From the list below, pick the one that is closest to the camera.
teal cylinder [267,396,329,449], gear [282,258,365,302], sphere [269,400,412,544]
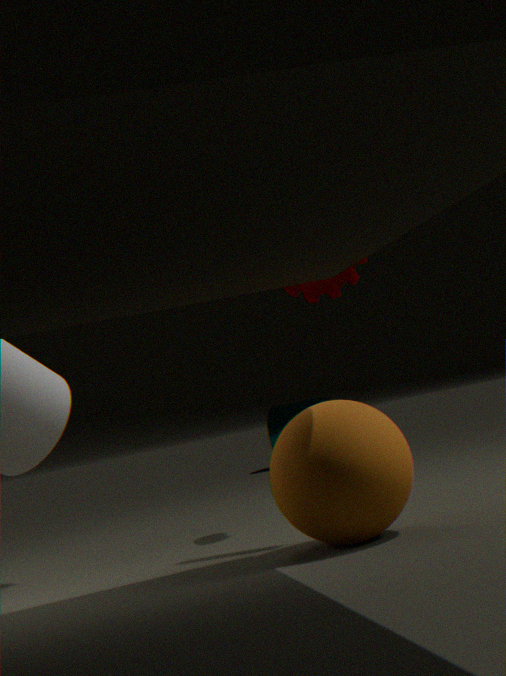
sphere [269,400,412,544]
